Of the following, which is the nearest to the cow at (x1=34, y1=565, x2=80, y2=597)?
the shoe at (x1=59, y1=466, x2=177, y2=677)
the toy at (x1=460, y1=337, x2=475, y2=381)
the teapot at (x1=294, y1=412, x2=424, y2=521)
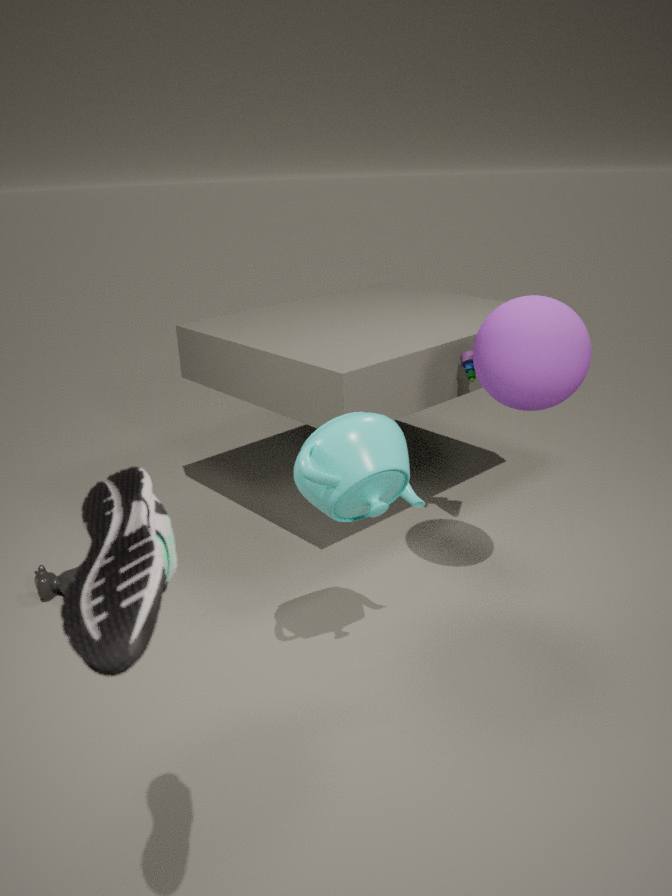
the teapot at (x1=294, y1=412, x2=424, y2=521)
